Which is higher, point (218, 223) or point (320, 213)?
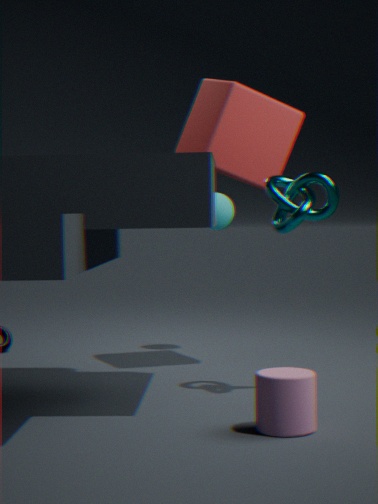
point (320, 213)
